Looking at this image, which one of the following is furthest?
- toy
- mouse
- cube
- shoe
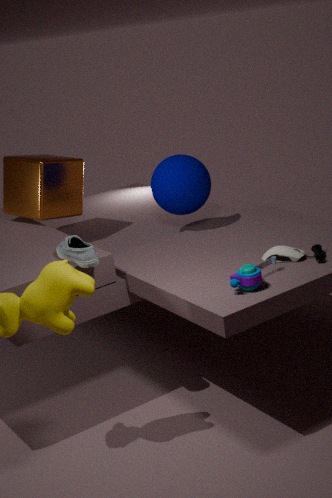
cube
